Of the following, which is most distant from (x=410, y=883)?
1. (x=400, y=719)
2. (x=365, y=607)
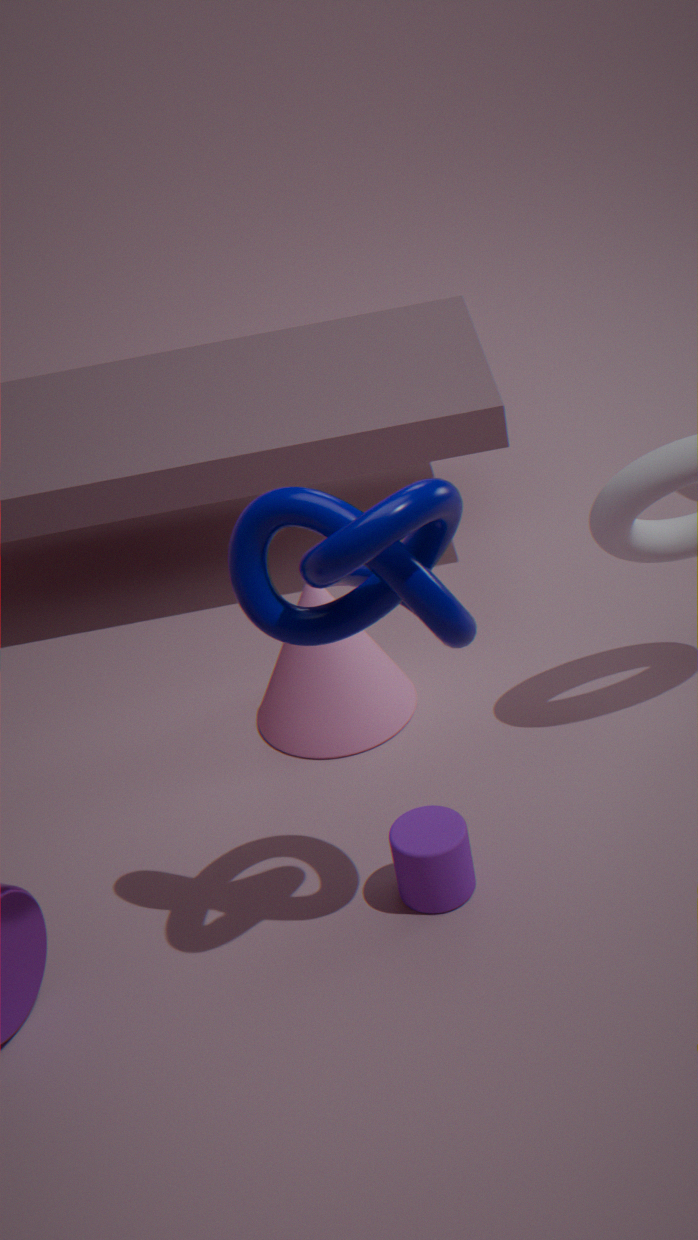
(x=365, y=607)
